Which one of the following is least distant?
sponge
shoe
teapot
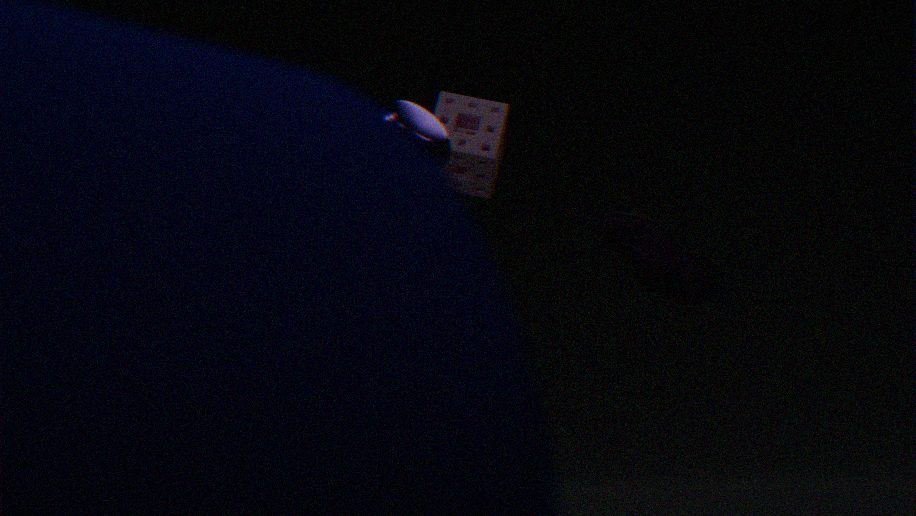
teapot
